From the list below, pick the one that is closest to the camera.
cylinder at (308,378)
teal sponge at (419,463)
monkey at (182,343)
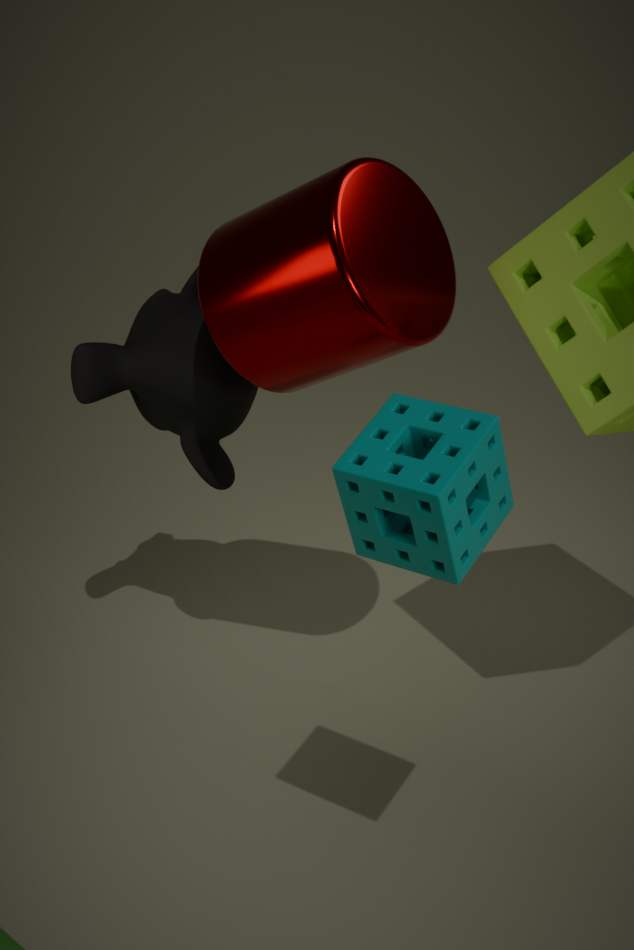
teal sponge at (419,463)
